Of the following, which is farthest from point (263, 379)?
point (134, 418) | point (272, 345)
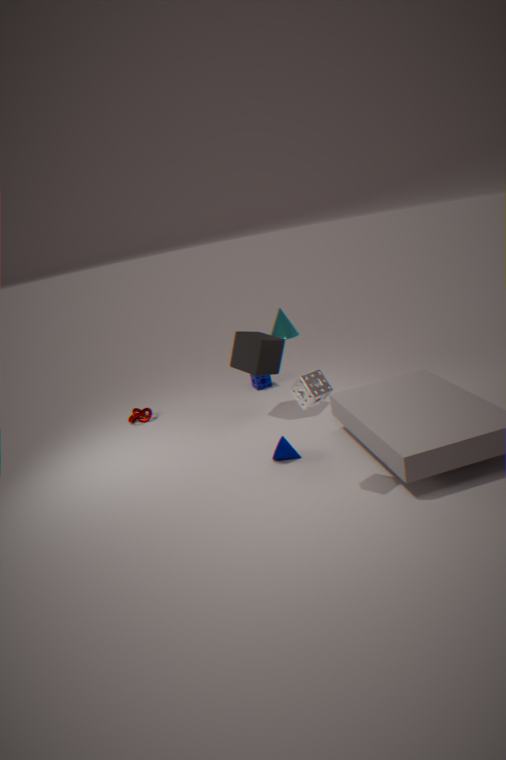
point (134, 418)
